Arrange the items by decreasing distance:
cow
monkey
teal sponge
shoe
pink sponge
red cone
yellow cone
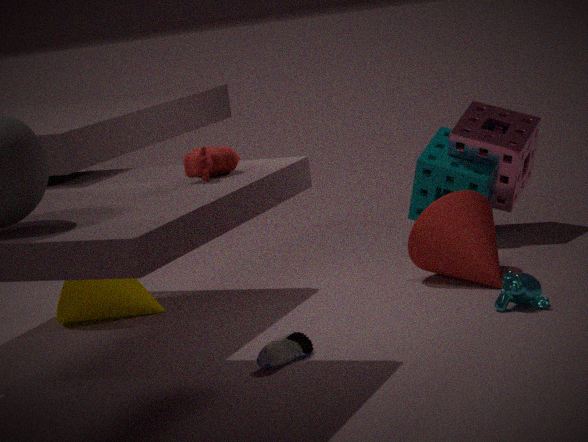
1. teal sponge
2. pink sponge
3. yellow cone
4. red cone
5. monkey
6. shoe
7. cow
